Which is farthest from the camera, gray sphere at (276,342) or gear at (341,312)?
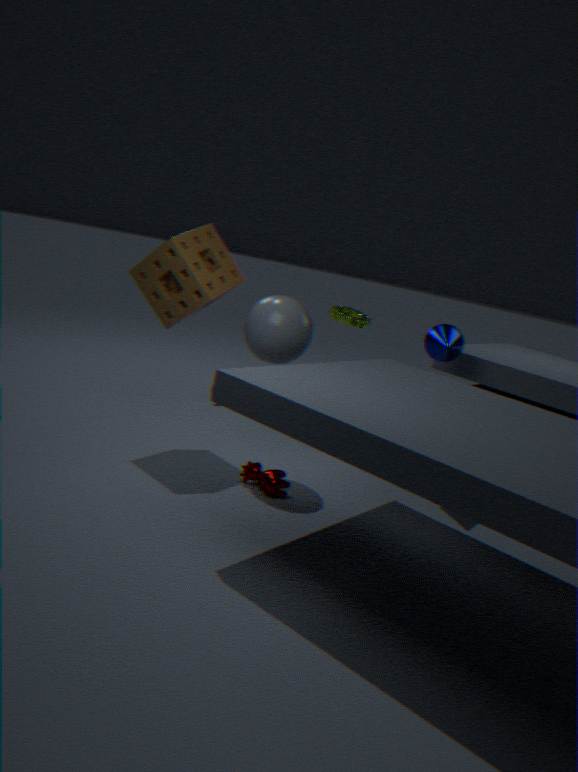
gear at (341,312)
